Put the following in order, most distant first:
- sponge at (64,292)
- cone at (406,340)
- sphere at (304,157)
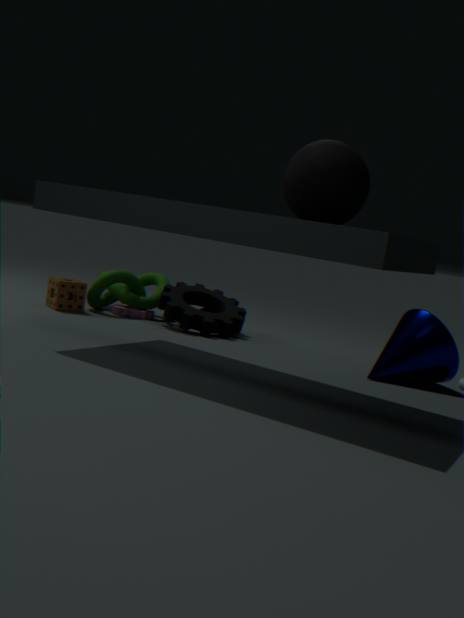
sponge at (64,292)
cone at (406,340)
sphere at (304,157)
